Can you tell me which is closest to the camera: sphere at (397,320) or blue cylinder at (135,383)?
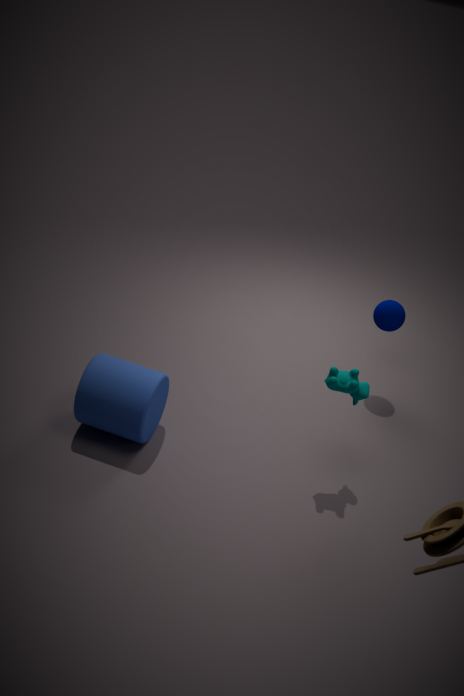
blue cylinder at (135,383)
